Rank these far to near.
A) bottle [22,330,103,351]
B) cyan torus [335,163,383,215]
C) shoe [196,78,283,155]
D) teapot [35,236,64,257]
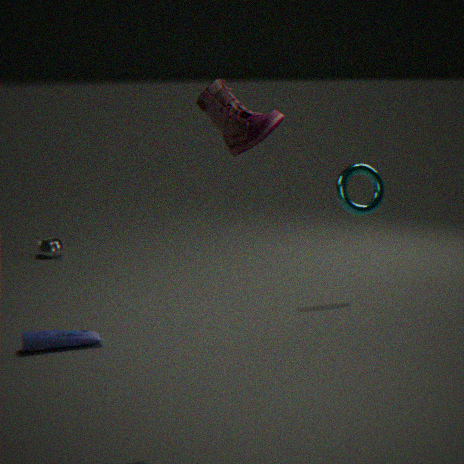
teapot [35,236,64,257] < cyan torus [335,163,383,215] < bottle [22,330,103,351] < shoe [196,78,283,155]
